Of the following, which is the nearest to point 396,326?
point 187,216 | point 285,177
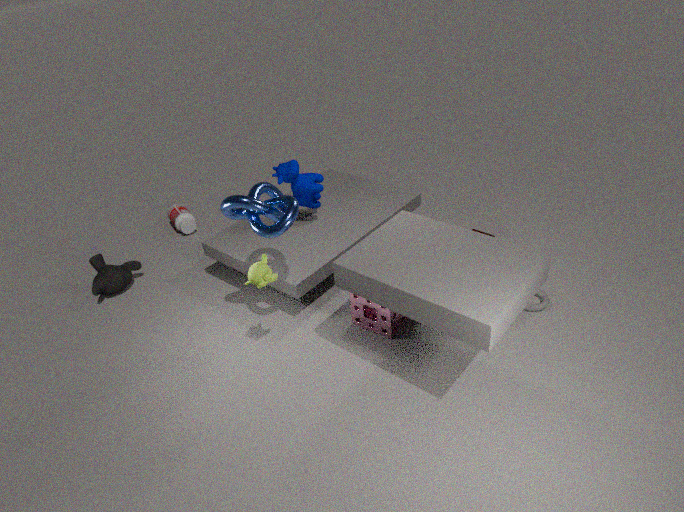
point 285,177
